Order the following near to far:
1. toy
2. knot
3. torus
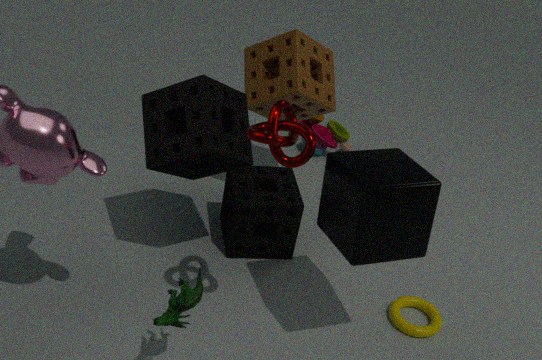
knot < torus < toy
